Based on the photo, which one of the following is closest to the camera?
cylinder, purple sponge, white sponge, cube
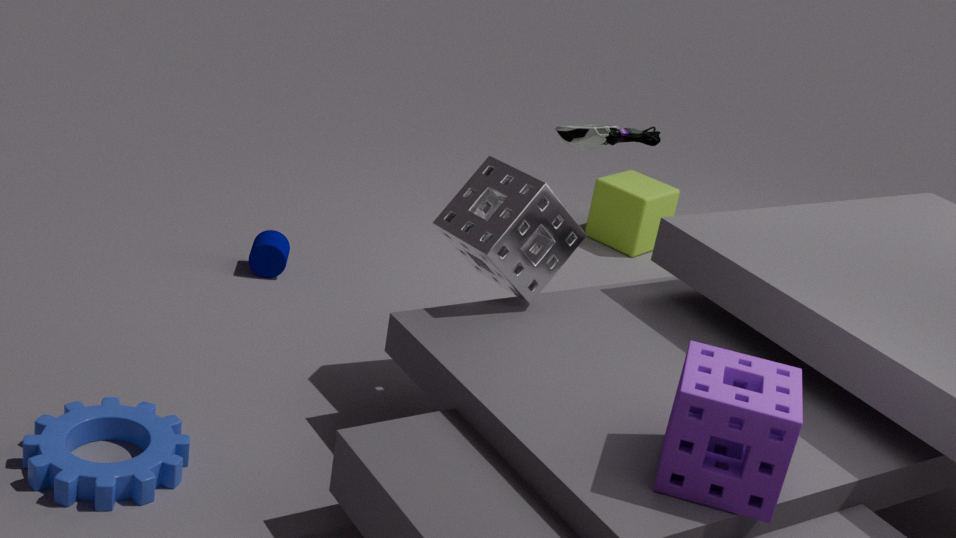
purple sponge
